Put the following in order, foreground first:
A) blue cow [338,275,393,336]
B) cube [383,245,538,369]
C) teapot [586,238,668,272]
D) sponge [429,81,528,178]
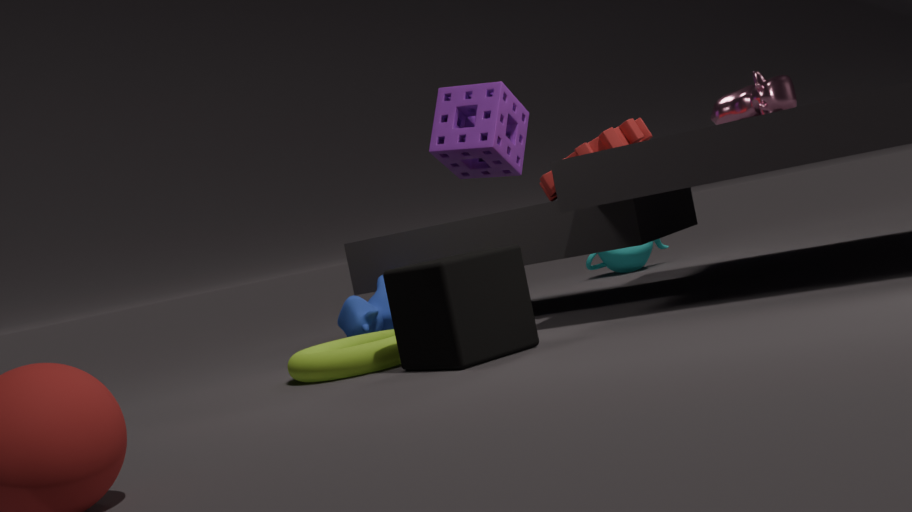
cube [383,245,538,369] < blue cow [338,275,393,336] < sponge [429,81,528,178] < teapot [586,238,668,272]
